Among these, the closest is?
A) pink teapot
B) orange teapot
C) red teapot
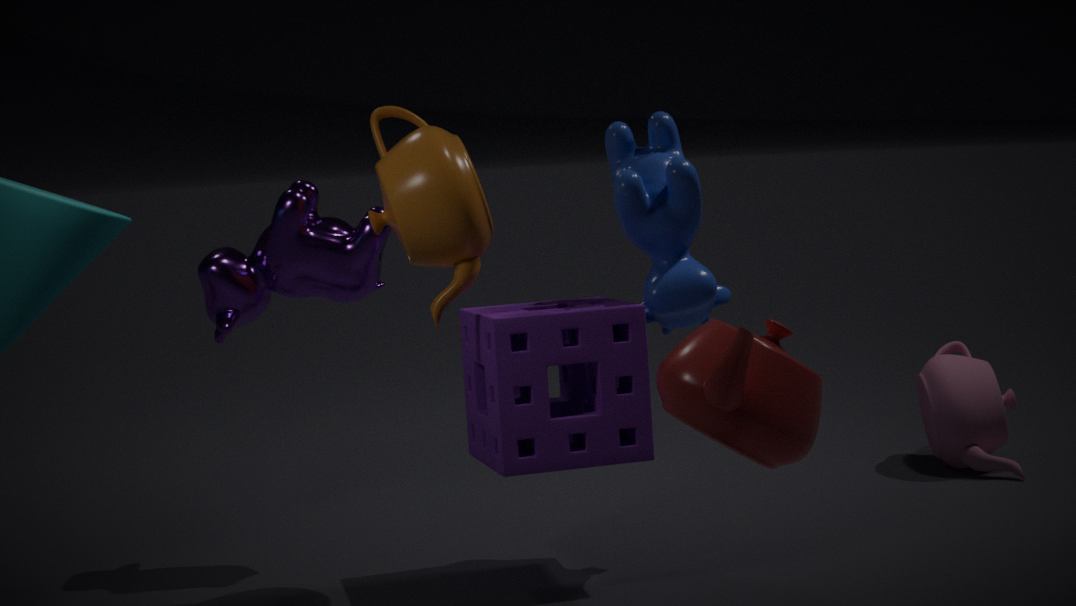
red teapot
